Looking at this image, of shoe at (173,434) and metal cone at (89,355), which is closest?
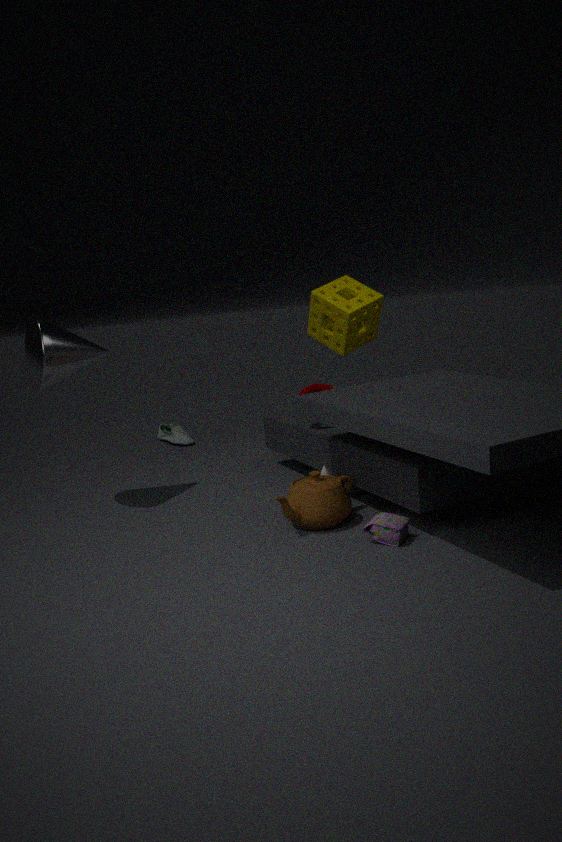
metal cone at (89,355)
